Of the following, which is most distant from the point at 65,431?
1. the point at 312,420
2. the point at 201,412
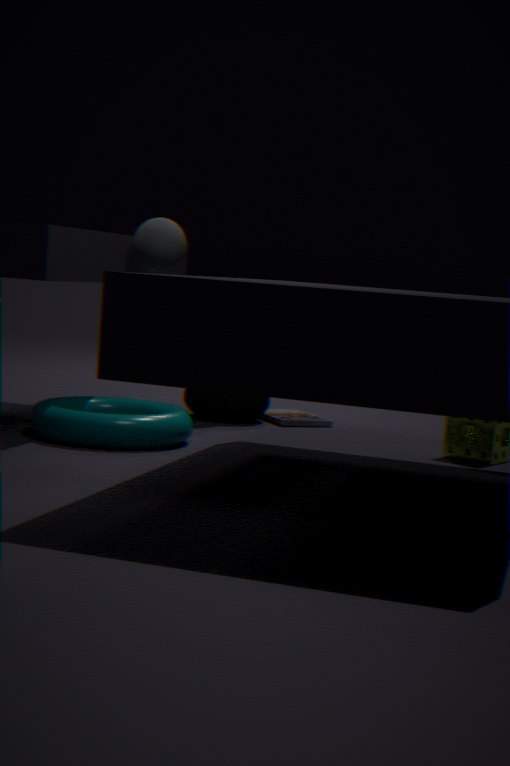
the point at 312,420
